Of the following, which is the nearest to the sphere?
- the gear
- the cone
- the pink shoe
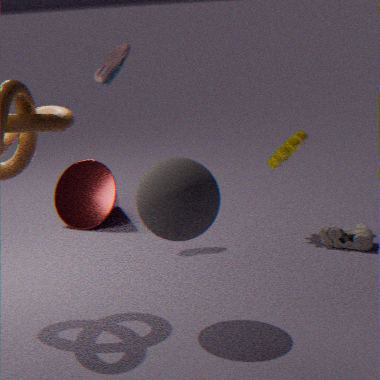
the gear
